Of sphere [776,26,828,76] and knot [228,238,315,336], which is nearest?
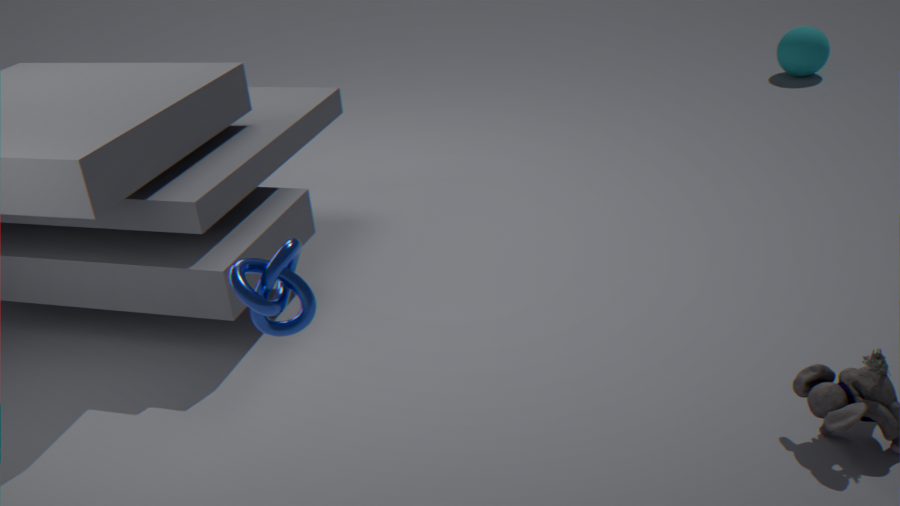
knot [228,238,315,336]
